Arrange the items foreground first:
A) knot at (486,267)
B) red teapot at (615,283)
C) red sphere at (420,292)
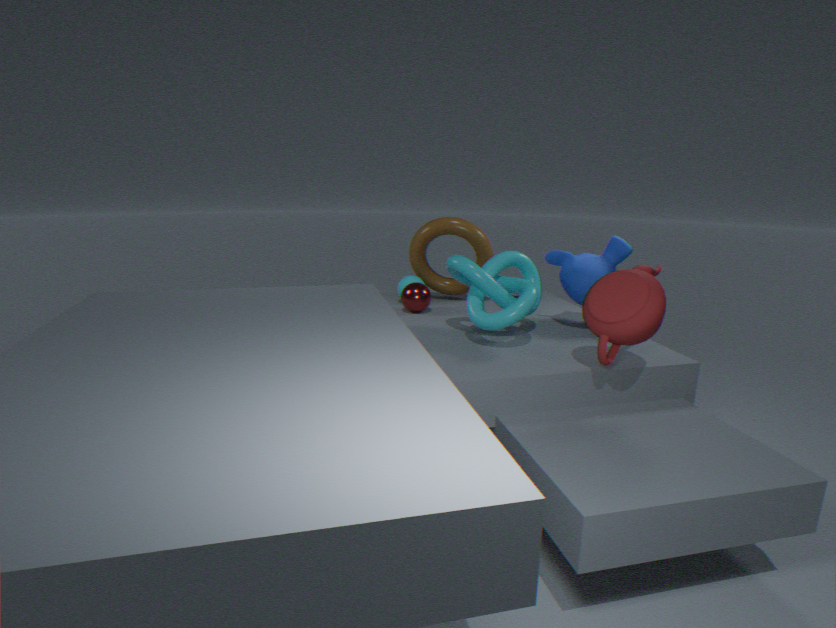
red teapot at (615,283) → knot at (486,267) → red sphere at (420,292)
